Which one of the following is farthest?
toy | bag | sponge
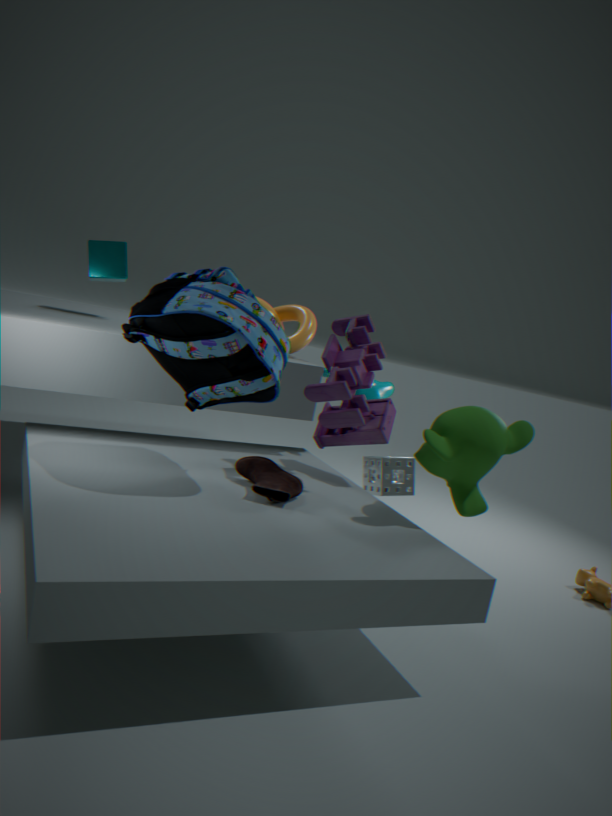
sponge
